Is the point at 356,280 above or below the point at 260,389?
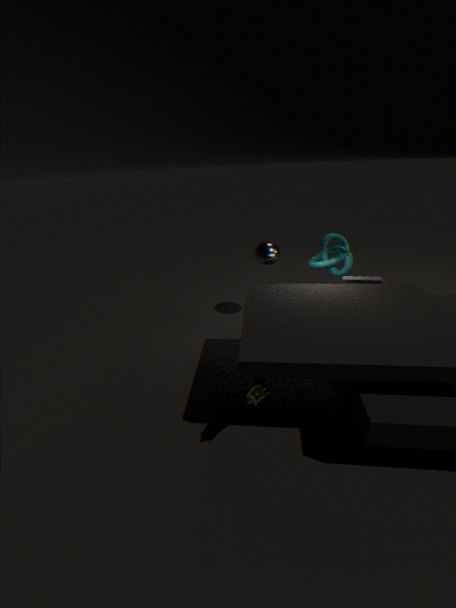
above
